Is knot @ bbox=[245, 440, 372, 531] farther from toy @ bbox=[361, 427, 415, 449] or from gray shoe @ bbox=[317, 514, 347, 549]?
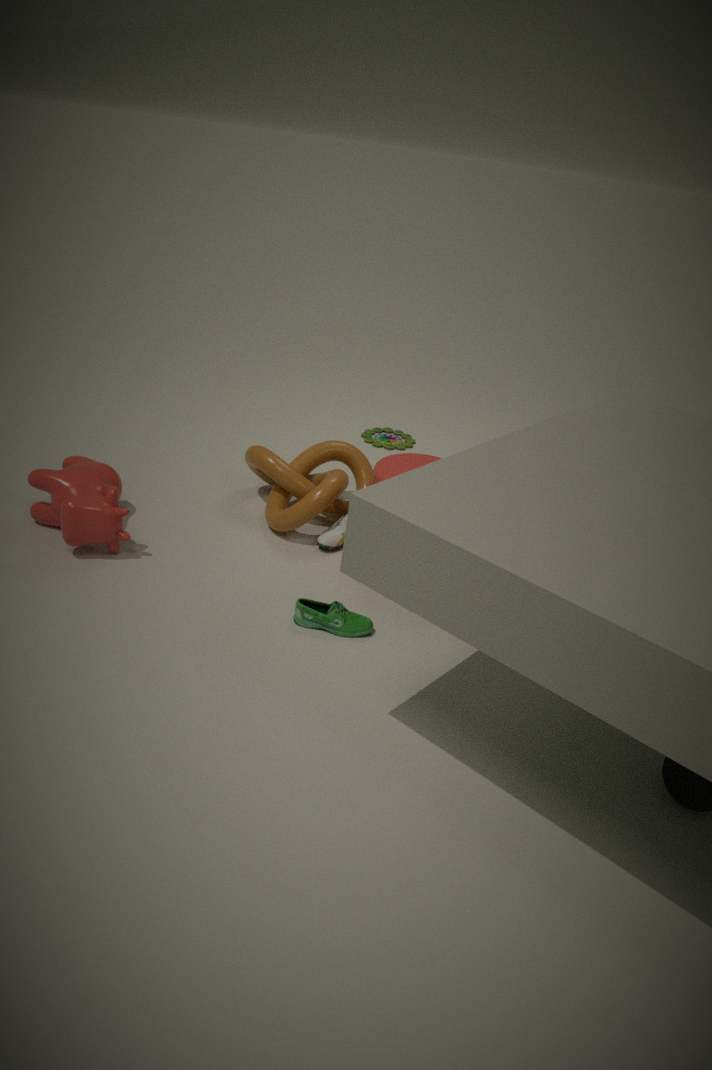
toy @ bbox=[361, 427, 415, 449]
